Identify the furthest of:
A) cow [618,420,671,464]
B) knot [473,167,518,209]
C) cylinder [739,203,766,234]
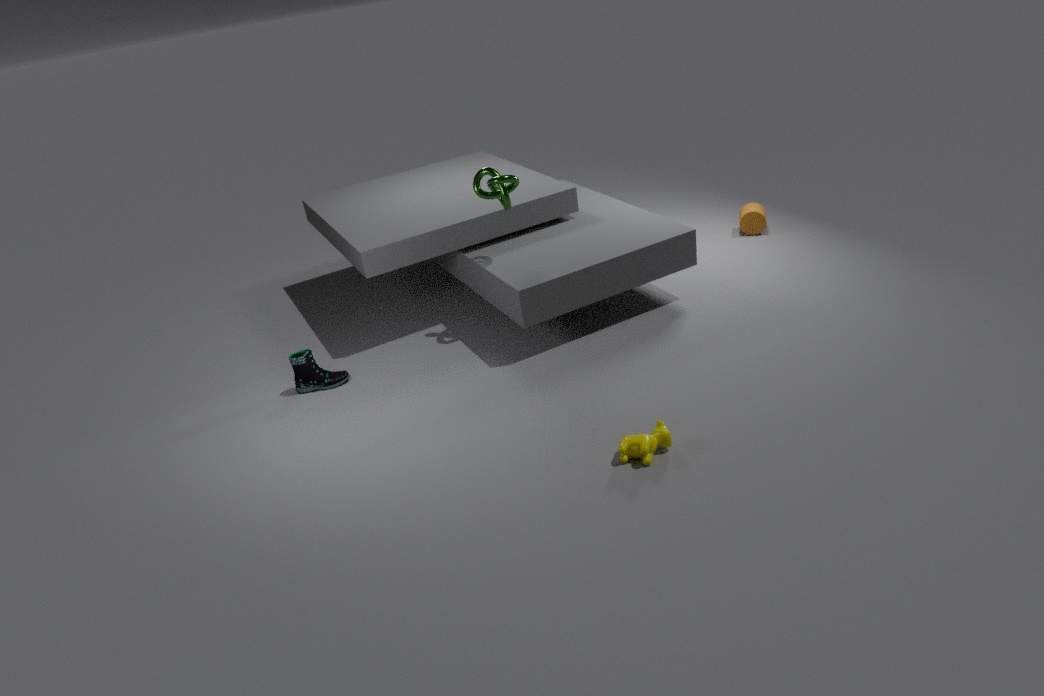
cylinder [739,203,766,234]
